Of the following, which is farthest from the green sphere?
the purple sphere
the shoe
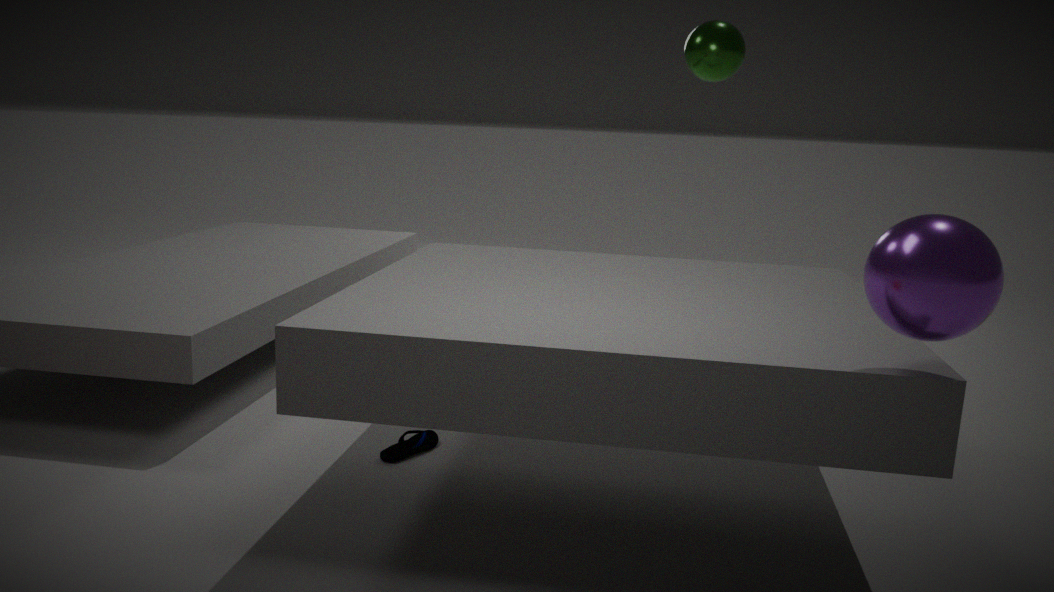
the purple sphere
